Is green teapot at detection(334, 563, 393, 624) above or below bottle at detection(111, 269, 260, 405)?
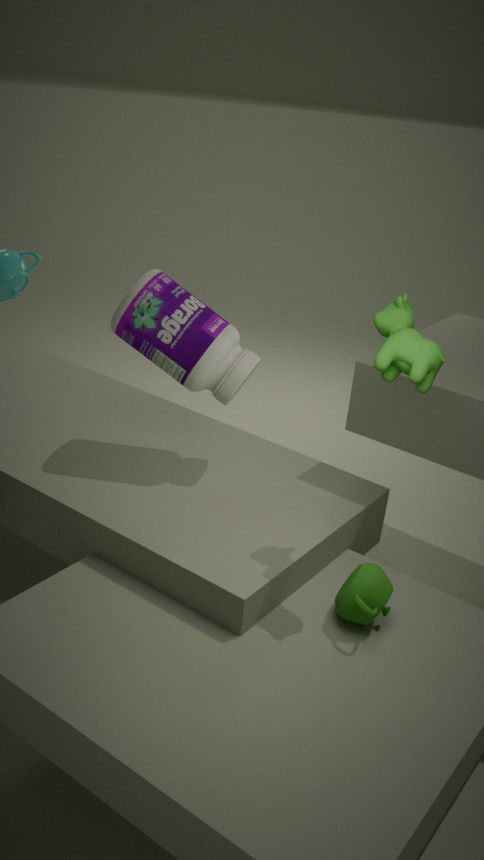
below
